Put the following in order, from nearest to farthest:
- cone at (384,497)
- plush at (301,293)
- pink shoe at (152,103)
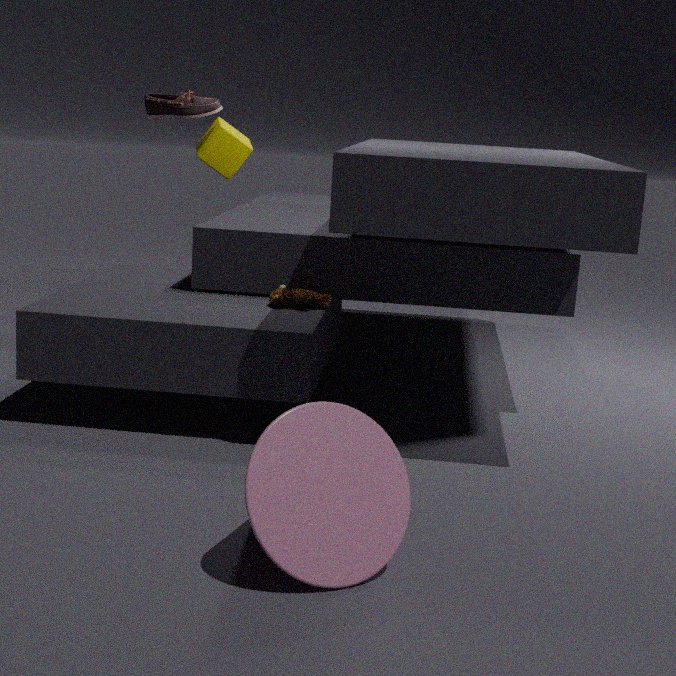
1. cone at (384,497)
2. plush at (301,293)
3. pink shoe at (152,103)
